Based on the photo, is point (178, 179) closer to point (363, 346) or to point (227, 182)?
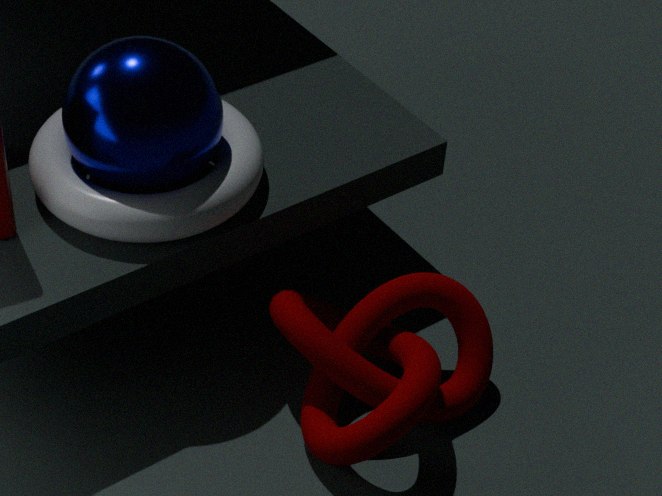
point (227, 182)
